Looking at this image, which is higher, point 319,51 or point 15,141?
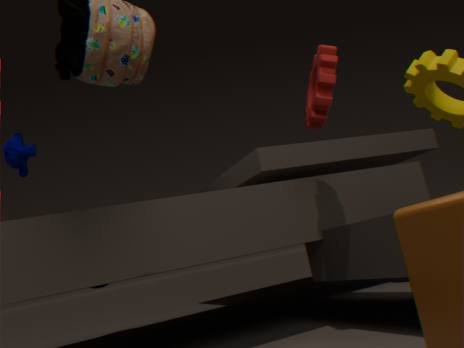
point 15,141
